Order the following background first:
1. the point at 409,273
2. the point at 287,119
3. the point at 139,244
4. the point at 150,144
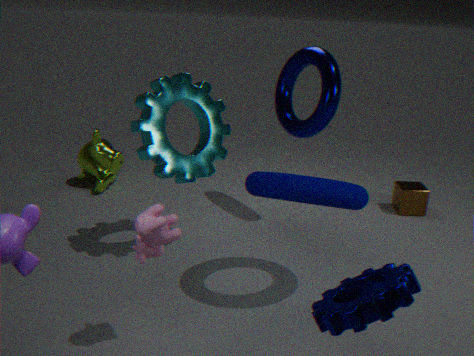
the point at 287,119 < the point at 150,144 < the point at 139,244 < the point at 409,273
